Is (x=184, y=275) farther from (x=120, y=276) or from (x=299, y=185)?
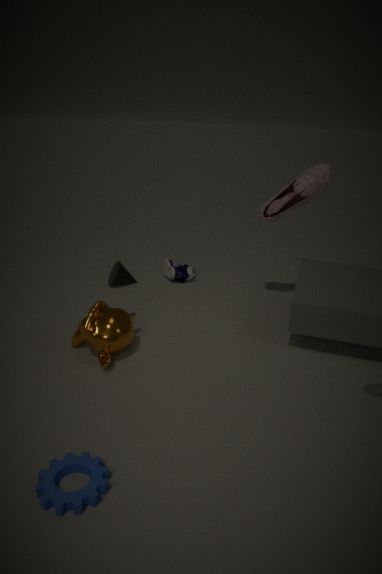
(x=299, y=185)
